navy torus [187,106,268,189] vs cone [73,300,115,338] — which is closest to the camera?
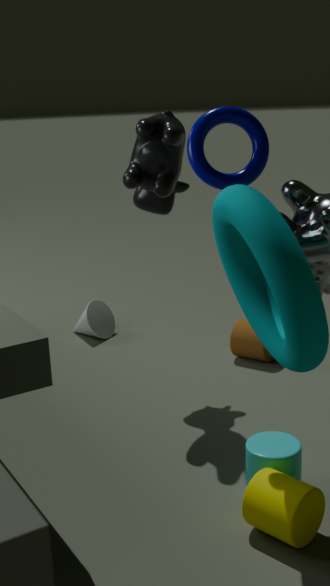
navy torus [187,106,268,189]
